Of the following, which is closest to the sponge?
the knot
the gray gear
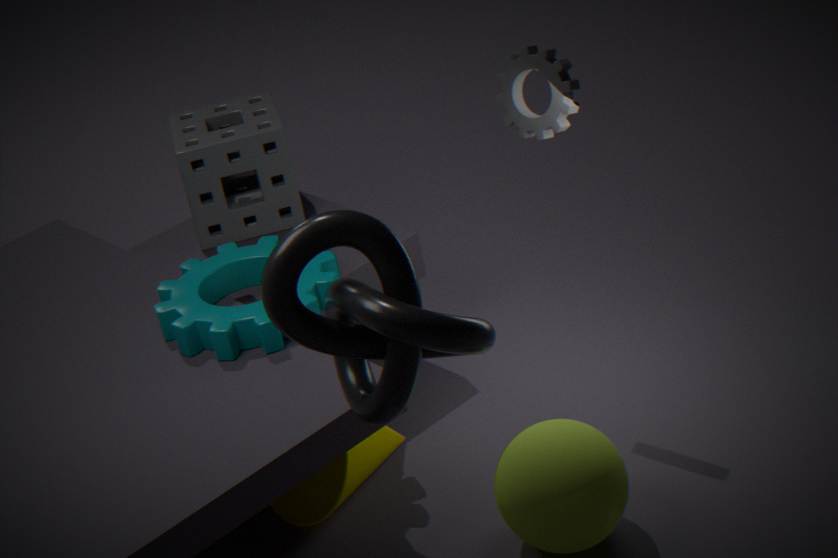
the gray gear
